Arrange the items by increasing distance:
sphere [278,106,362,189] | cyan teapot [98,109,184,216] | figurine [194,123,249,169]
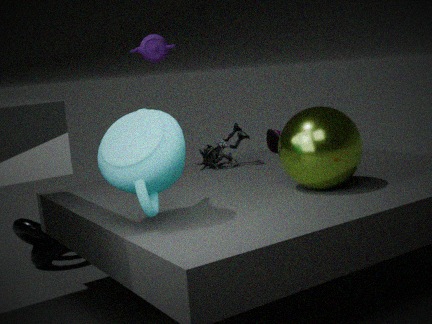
cyan teapot [98,109,184,216]
sphere [278,106,362,189]
figurine [194,123,249,169]
